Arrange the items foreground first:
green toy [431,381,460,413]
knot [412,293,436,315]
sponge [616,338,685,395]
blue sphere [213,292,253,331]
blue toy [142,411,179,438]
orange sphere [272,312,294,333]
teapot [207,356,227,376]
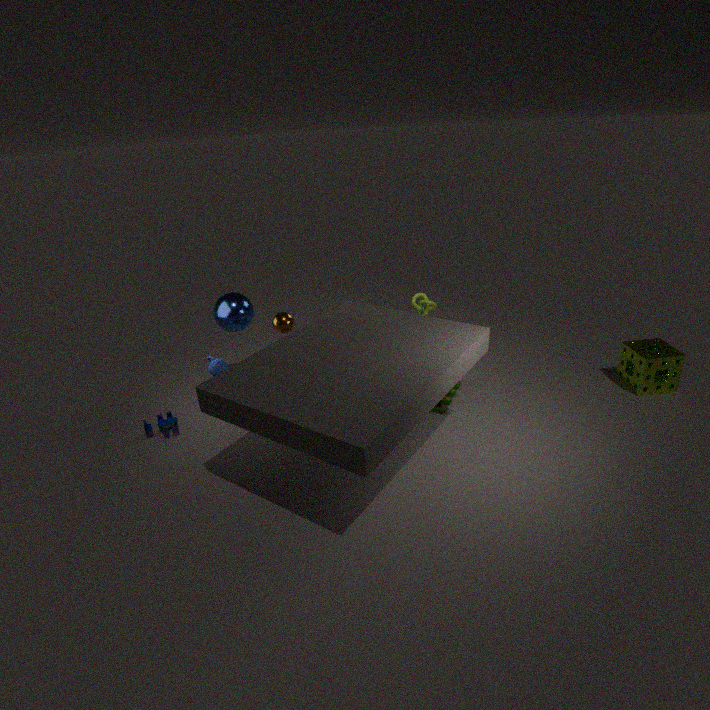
orange sphere [272,312,294,333] < teapot [207,356,227,376] < blue toy [142,411,179,438] < sponge [616,338,685,395] < green toy [431,381,460,413] < blue sphere [213,292,253,331] < knot [412,293,436,315]
